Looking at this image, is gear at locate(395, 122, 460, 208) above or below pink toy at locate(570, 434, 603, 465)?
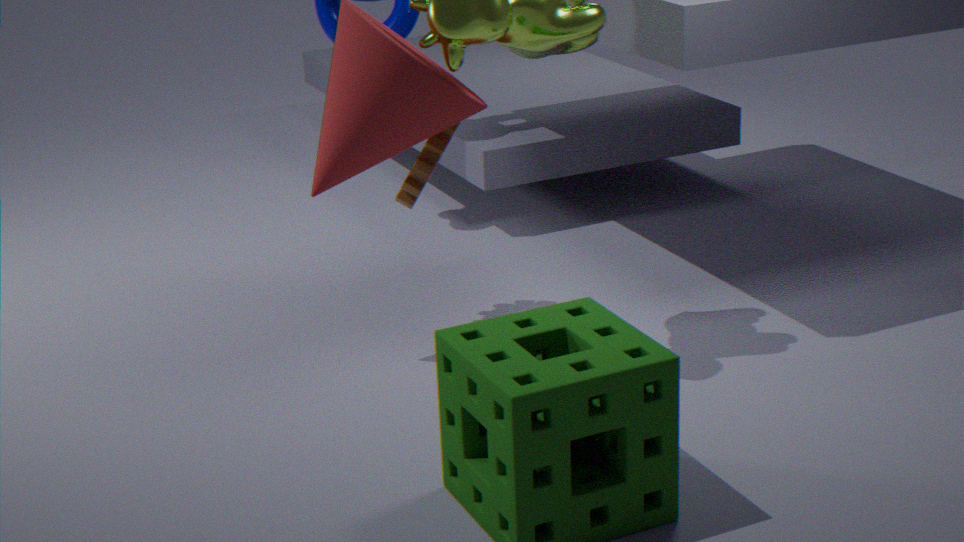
above
